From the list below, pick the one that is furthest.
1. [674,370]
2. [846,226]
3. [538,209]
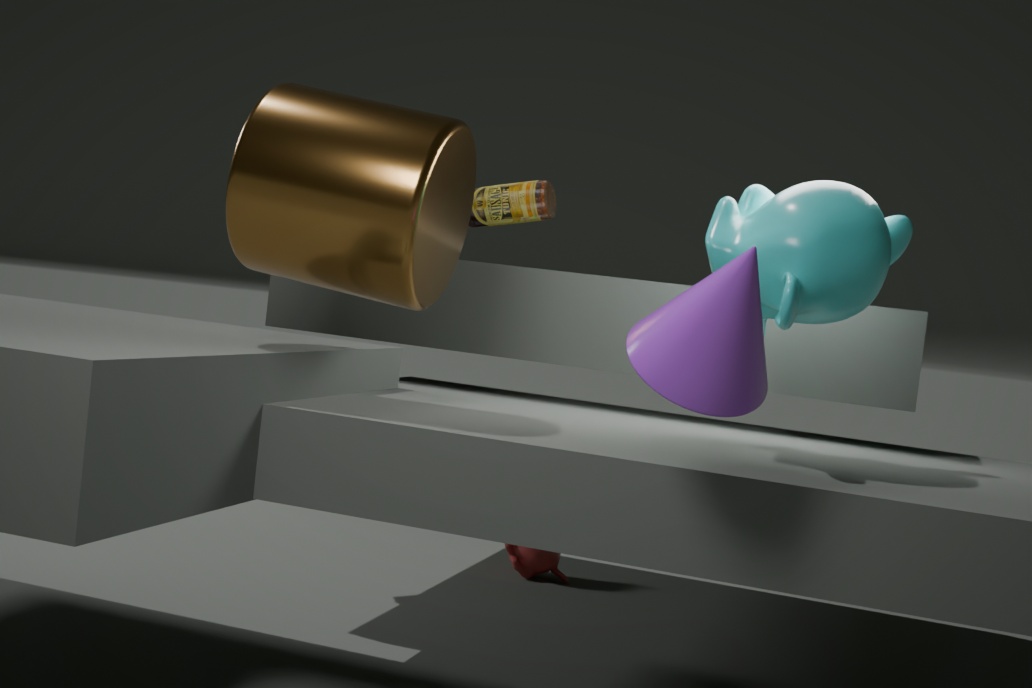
[538,209]
